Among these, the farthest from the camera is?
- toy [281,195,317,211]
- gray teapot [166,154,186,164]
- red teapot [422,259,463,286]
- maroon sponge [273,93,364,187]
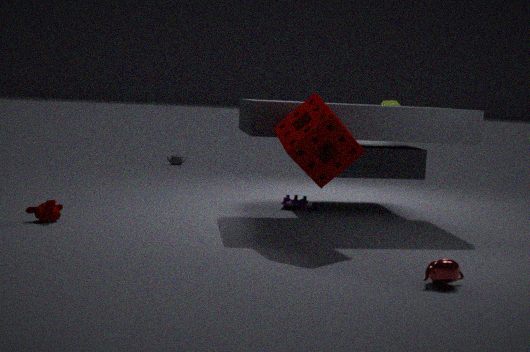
gray teapot [166,154,186,164]
